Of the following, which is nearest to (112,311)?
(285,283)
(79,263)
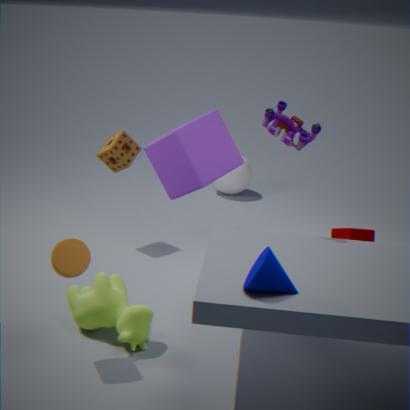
(79,263)
